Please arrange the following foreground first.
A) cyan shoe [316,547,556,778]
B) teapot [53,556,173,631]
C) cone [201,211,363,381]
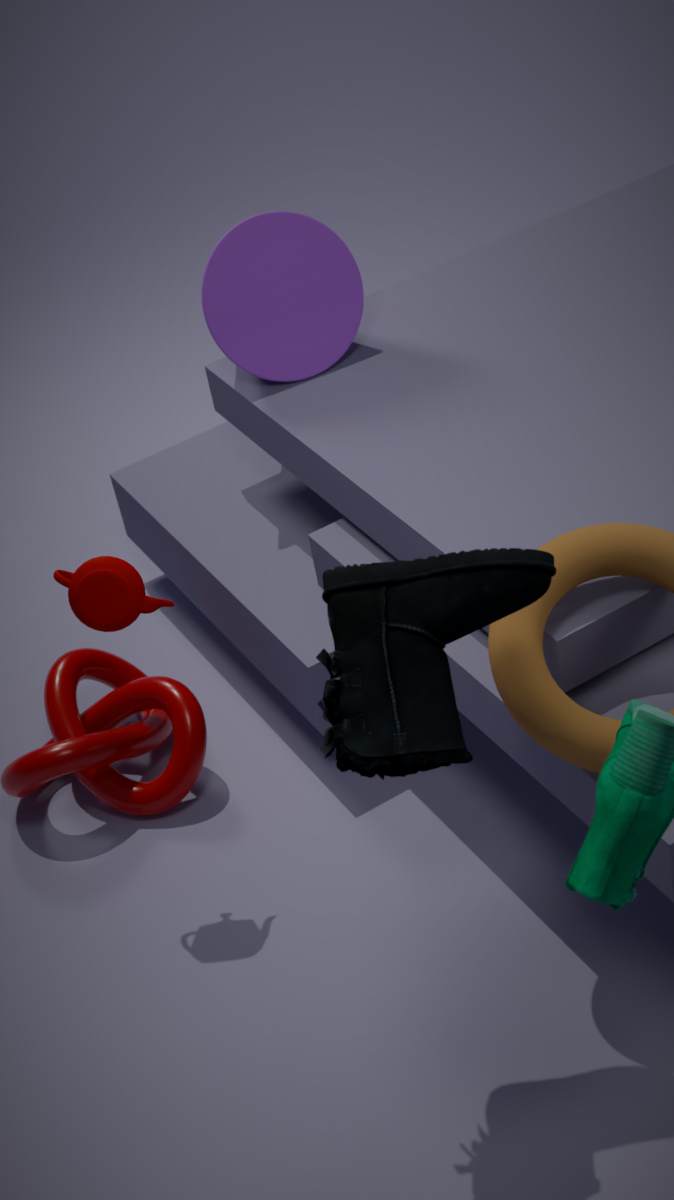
cyan shoe [316,547,556,778], teapot [53,556,173,631], cone [201,211,363,381]
